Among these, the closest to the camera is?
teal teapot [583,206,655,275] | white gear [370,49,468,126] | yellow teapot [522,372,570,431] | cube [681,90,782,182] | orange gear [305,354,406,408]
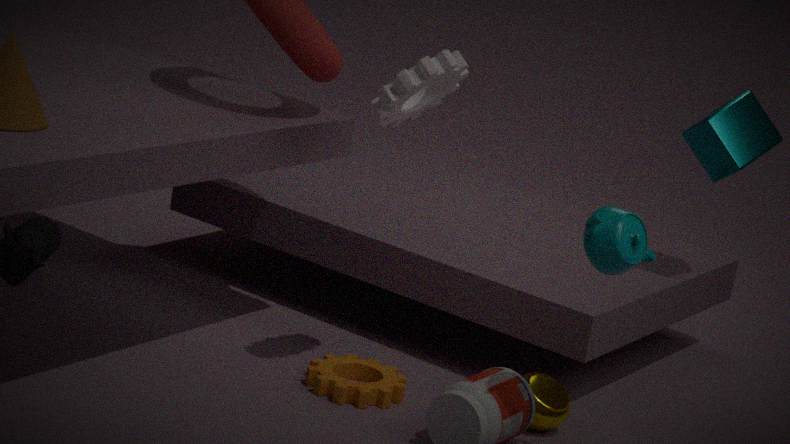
teal teapot [583,206,655,275]
